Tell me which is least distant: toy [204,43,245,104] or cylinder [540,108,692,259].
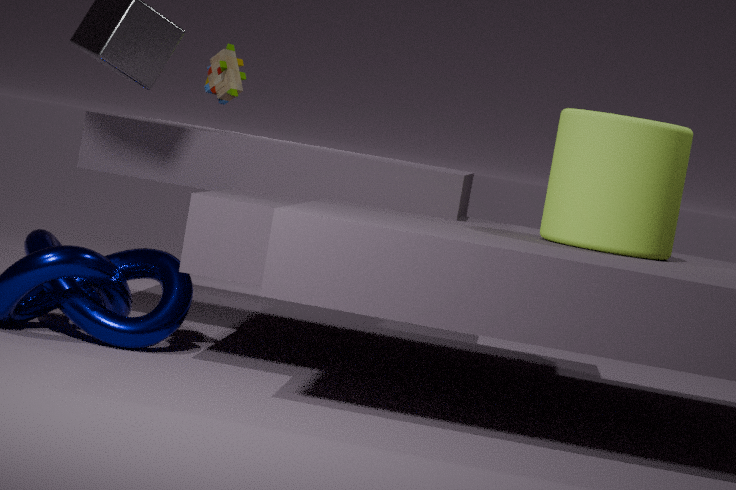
cylinder [540,108,692,259]
